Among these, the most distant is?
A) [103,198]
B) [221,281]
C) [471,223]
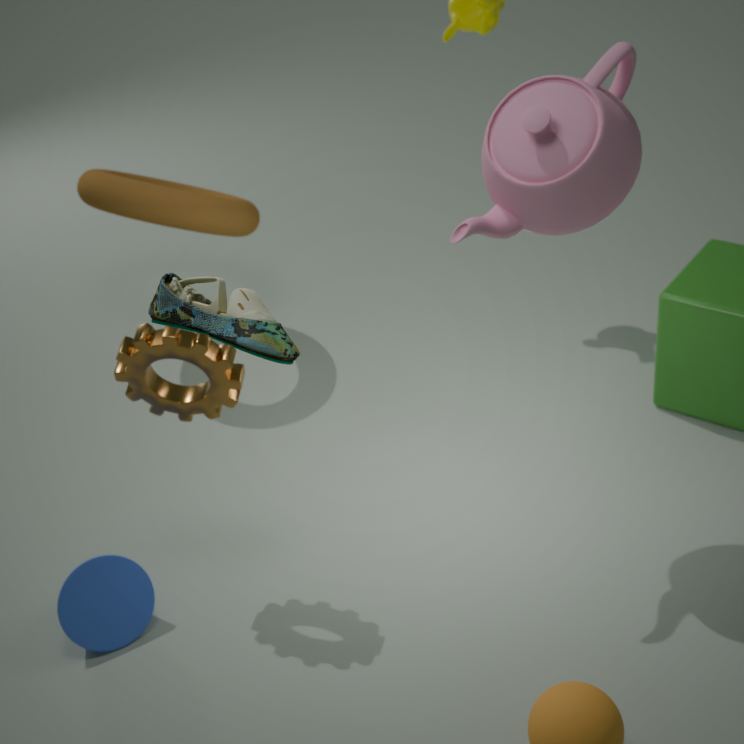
[103,198]
